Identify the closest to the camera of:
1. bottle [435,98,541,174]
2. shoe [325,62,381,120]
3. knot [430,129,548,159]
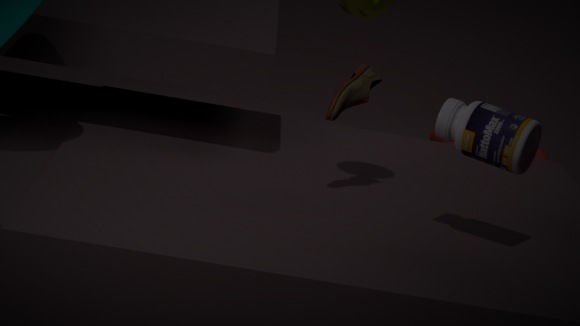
bottle [435,98,541,174]
